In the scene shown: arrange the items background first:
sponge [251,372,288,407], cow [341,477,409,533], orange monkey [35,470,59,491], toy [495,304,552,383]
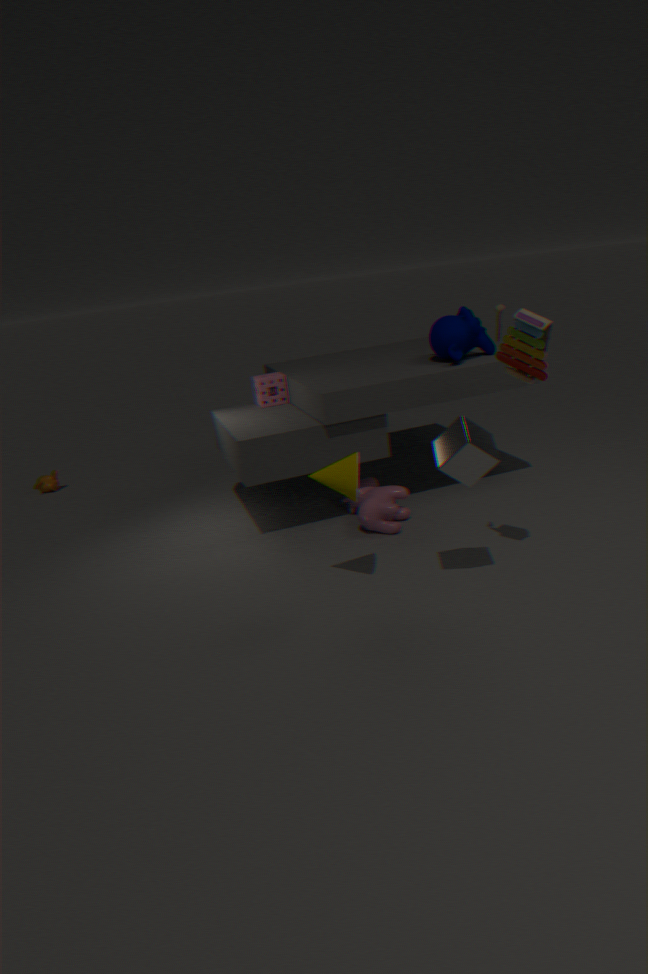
orange monkey [35,470,59,491] → sponge [251,372,288,407] → cow [341,477,409,533] → toy [495,304,552,383]
